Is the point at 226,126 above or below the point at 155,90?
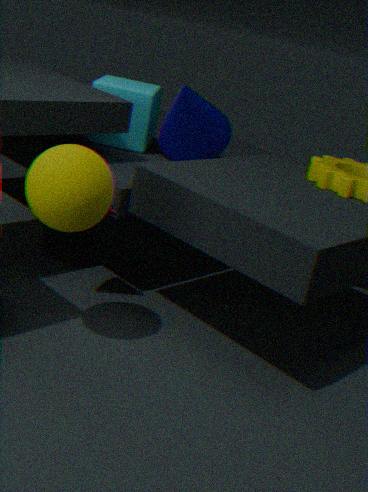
above
